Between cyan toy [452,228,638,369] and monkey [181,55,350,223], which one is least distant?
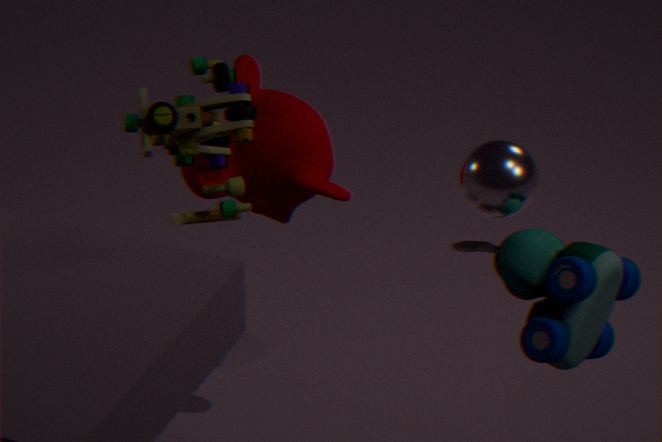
cyan toy [452,228,638,369]
